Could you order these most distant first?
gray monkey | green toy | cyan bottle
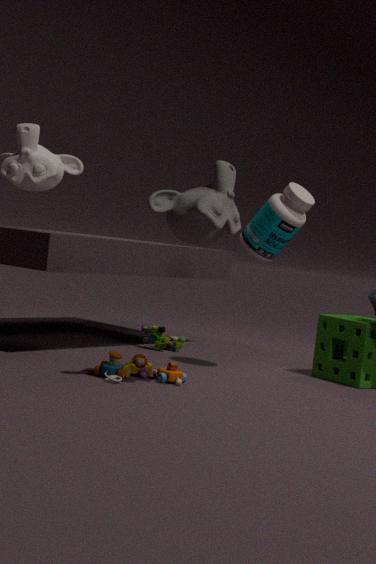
green toy < cyan bottle < gray monkey
